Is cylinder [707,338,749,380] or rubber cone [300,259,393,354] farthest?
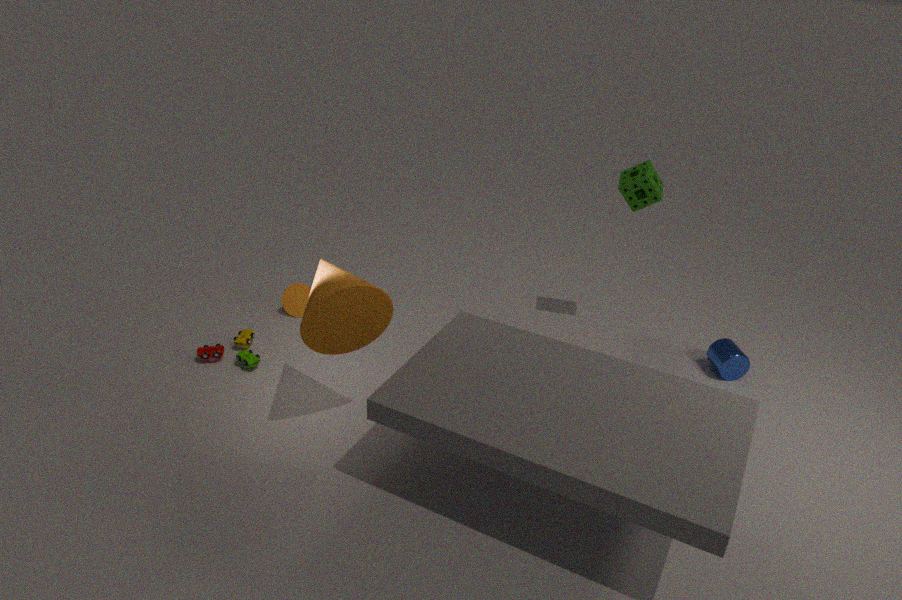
cylinder [707,338,749,380]
